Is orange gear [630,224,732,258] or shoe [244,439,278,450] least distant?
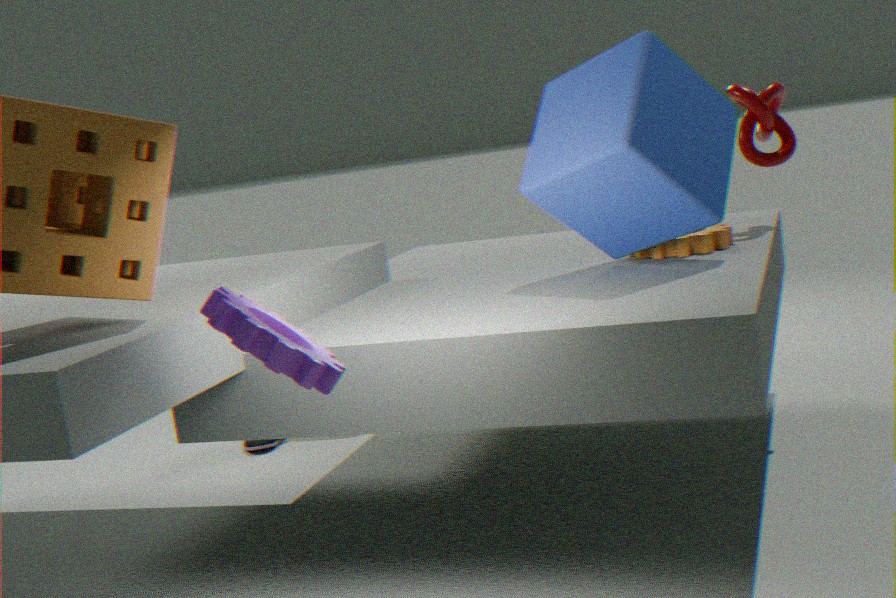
orange gear [630,224,732,258]
